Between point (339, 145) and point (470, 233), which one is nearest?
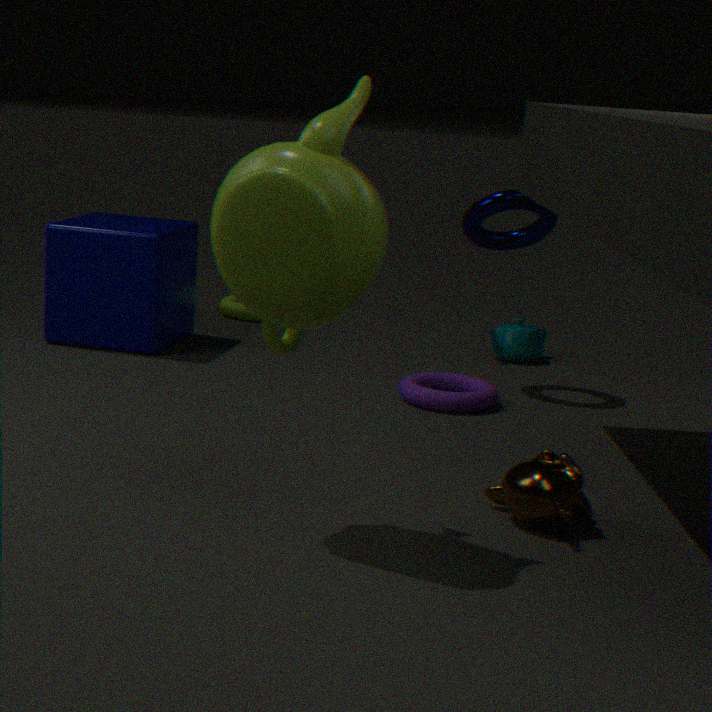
point (339, 145)
